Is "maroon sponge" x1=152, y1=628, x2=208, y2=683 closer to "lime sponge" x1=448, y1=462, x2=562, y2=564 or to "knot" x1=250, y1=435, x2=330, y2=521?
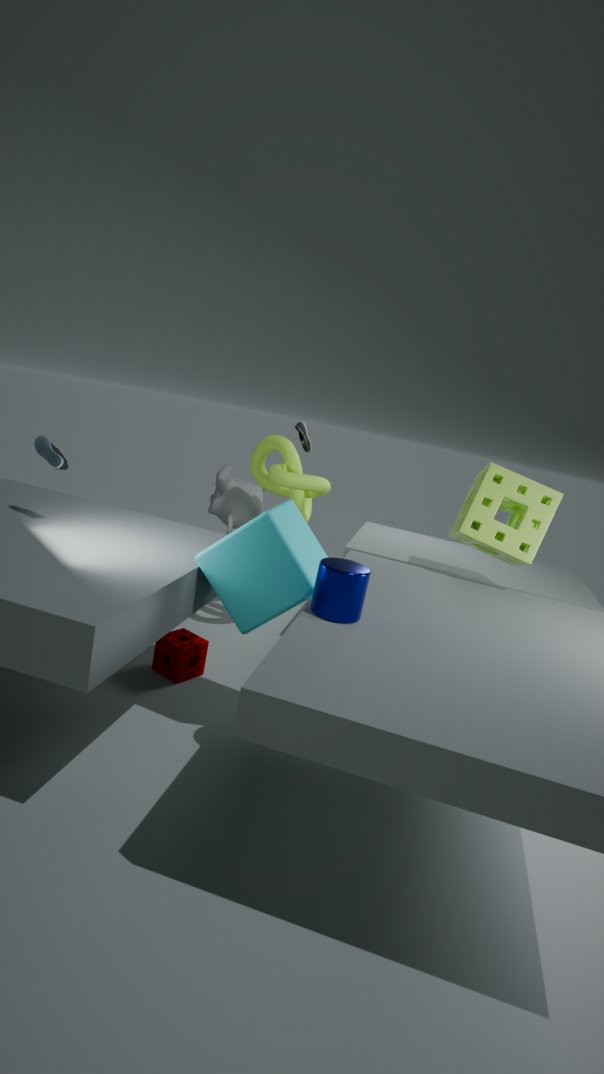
"knot" x1=250, y1=435, x2=330, y2=521
